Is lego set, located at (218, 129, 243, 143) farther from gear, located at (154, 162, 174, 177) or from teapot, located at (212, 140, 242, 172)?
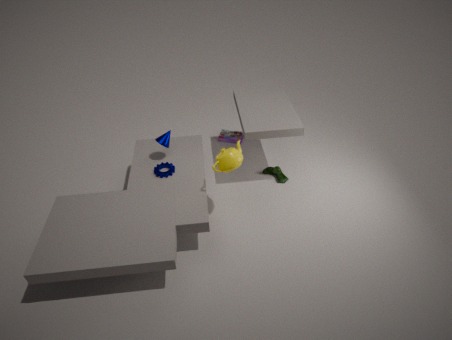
teapot, located at (212, 140, 242, 172)
